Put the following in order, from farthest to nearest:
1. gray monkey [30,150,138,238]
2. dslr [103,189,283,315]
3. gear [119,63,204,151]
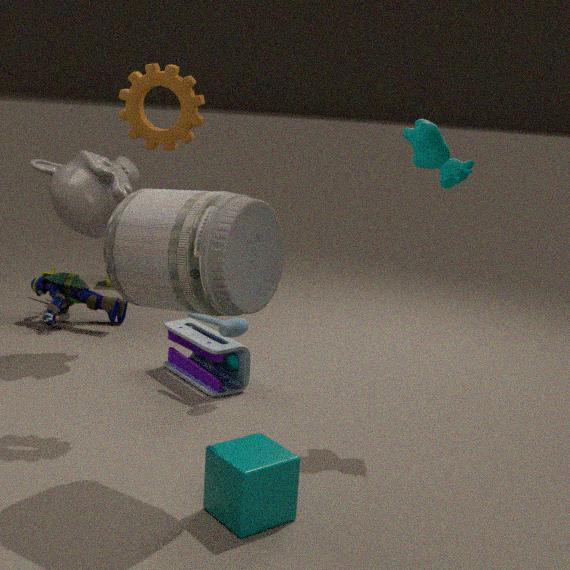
1. gray monkey [30,150,138,238]
2. gear [119,63,204,151]
3. dslr [103,189,283,315]
